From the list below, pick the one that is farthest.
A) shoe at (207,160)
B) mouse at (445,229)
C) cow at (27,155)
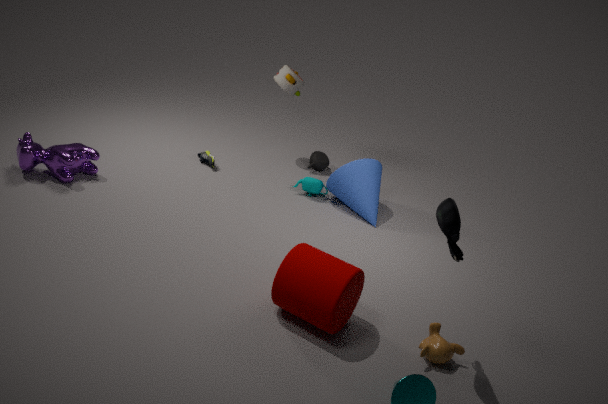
shoe at (207,160)
